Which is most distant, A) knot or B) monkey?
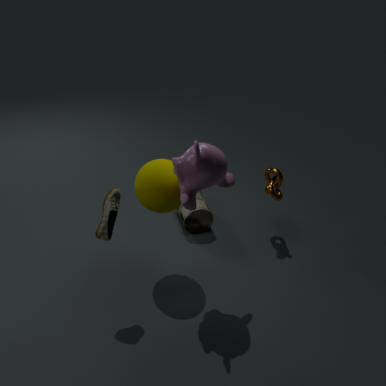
A. knot
